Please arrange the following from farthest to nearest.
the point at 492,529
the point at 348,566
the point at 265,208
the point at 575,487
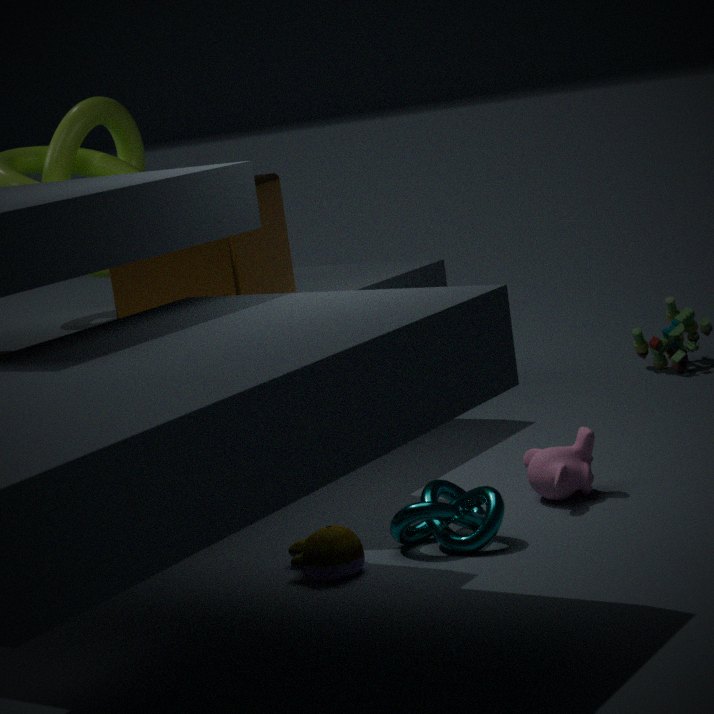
the point at 265,208
the point at 575,487
the point at 492,529
the point at 348,566
